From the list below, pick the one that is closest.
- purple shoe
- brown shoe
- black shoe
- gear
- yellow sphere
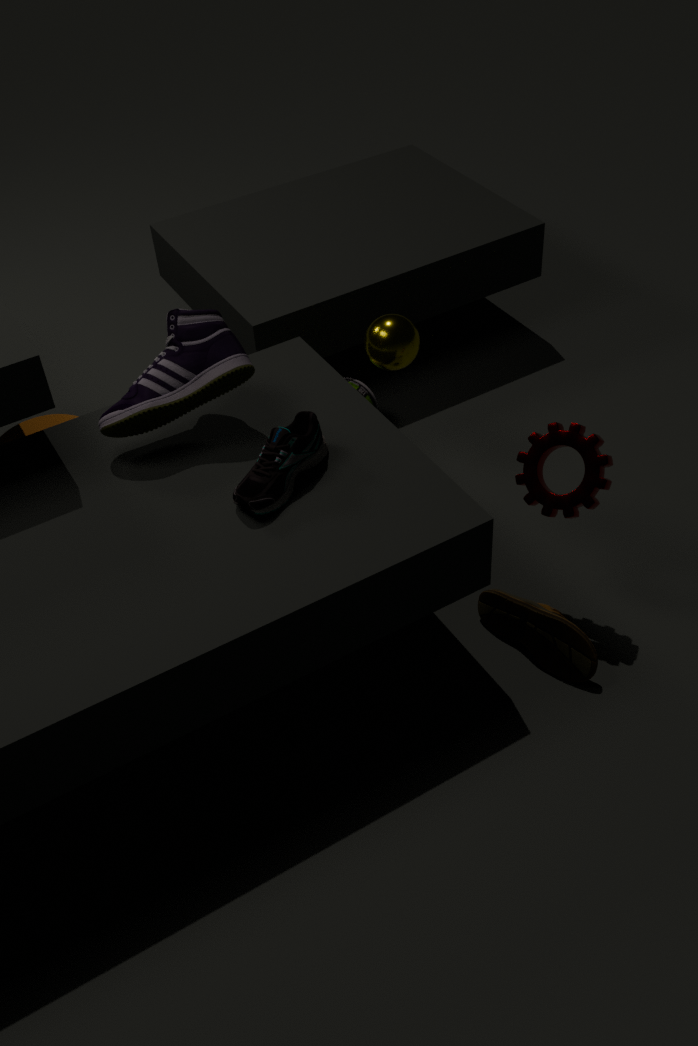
brown shoe
